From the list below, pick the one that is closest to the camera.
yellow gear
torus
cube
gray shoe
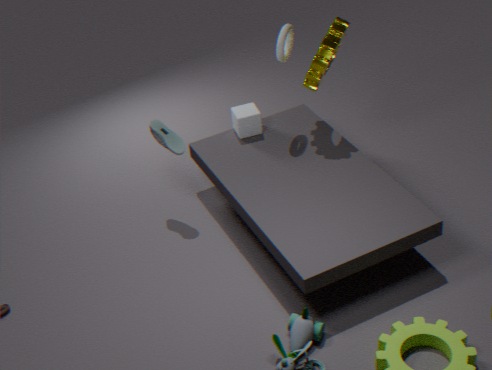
yellow gear
